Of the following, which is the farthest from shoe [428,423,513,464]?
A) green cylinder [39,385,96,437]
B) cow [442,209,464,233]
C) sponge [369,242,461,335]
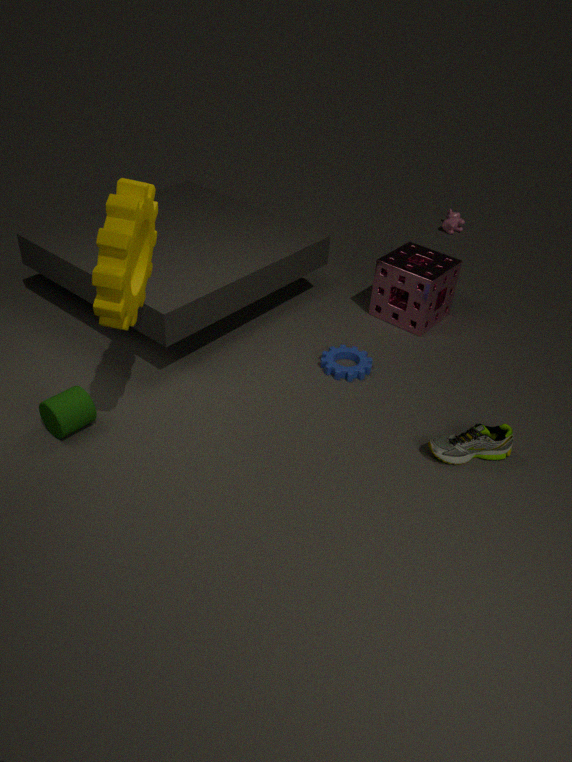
cow [442,209,464,233]
